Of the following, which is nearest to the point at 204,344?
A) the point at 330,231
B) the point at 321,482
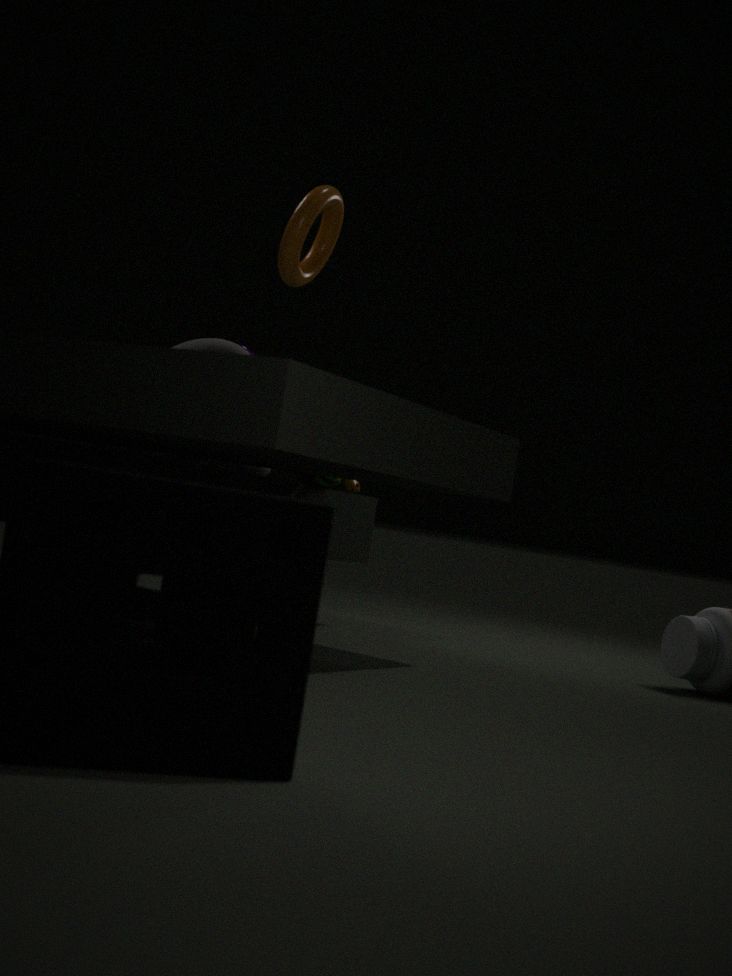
the point at 321,482
